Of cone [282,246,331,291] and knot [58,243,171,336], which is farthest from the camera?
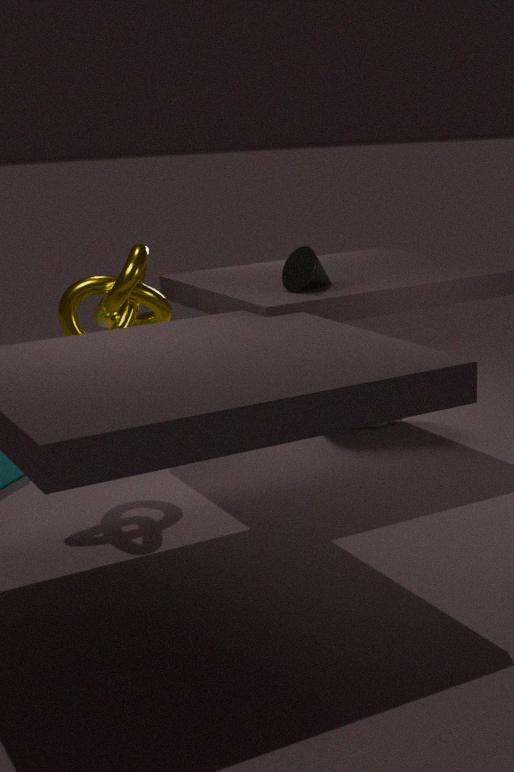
cone [282,246,331,291]
